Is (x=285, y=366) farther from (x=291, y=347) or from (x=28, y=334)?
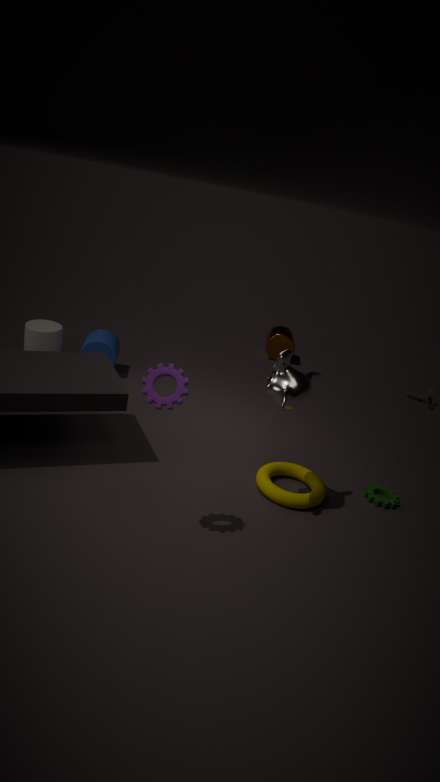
(x=291, y=347)
